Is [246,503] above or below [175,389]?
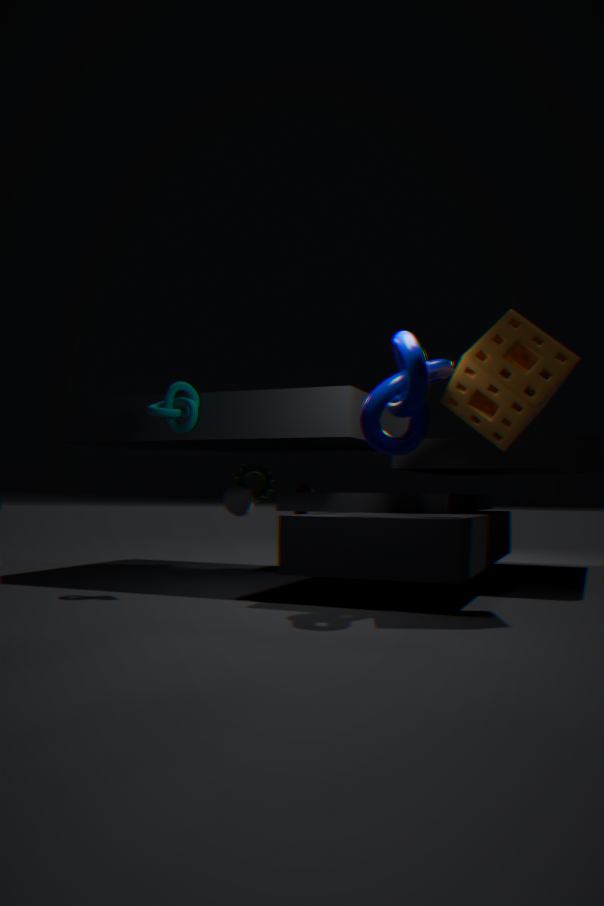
below
